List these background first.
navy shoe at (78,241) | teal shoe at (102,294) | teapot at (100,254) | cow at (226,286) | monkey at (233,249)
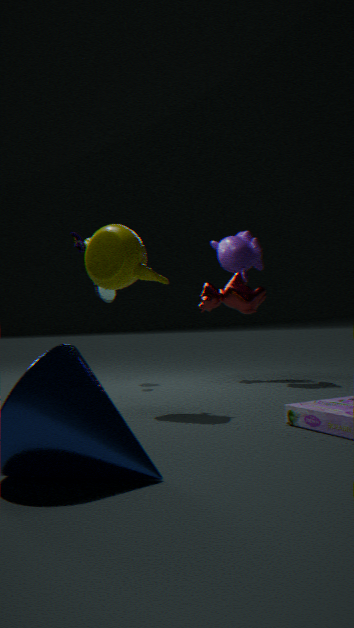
teal shoe at (102,294) < cow at (226,286) < navy shoe at (78,241) < monkey at (233,249) < teapot at (100,254)
